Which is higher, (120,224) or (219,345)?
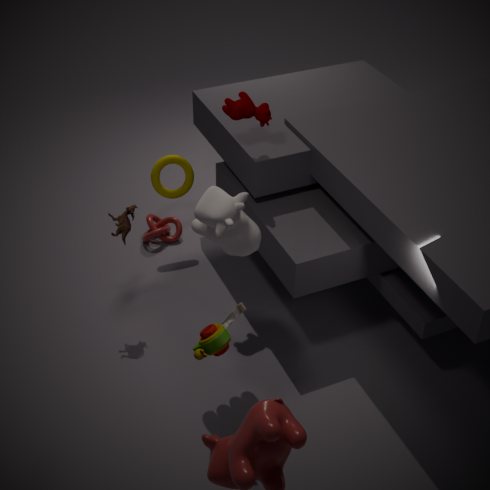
(219,345)
